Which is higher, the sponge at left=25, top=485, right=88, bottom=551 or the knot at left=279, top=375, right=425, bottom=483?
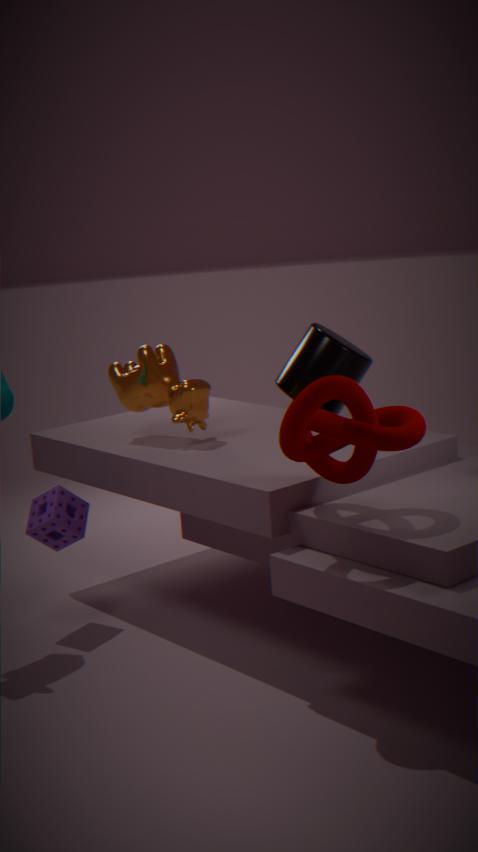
the knot at left=279, top=375, right=425, bottom=483
